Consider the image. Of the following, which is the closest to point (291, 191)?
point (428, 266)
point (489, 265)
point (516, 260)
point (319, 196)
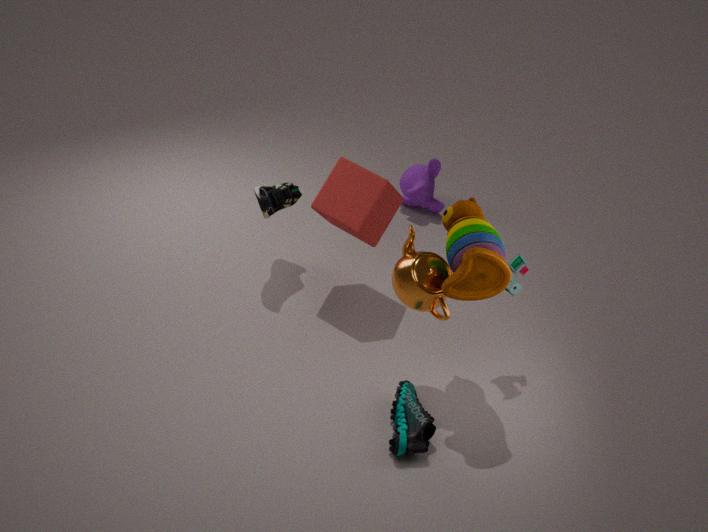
point (319, 196)
